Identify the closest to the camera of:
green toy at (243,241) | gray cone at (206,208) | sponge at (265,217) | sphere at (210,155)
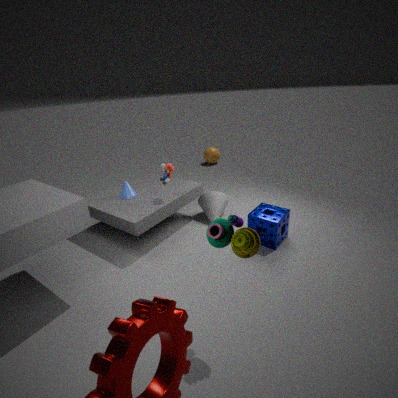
green toy at (243,241)
